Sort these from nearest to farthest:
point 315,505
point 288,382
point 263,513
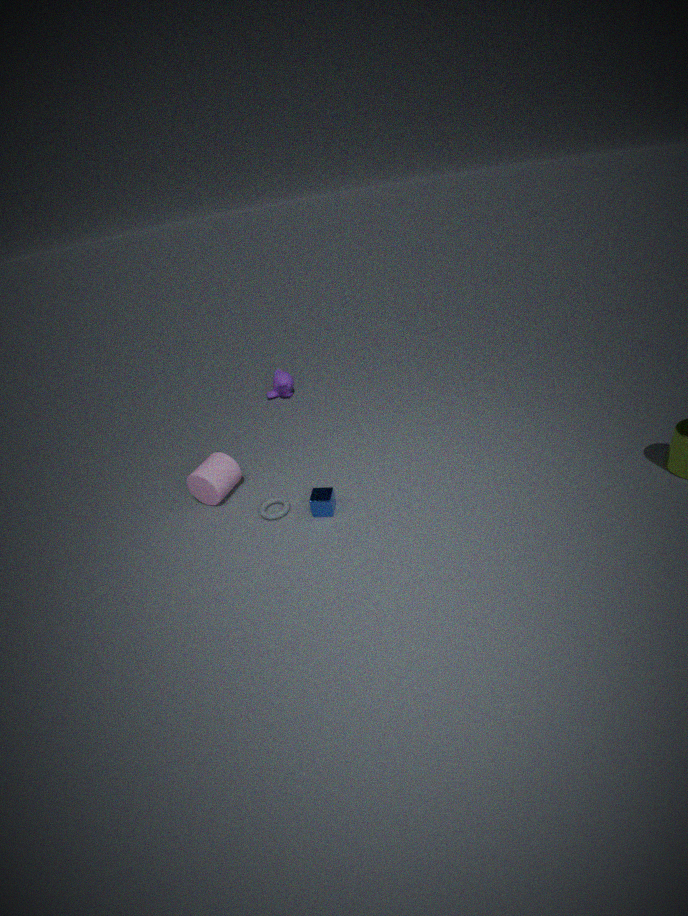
point 315,505 → point 263,513 → point 288,382
